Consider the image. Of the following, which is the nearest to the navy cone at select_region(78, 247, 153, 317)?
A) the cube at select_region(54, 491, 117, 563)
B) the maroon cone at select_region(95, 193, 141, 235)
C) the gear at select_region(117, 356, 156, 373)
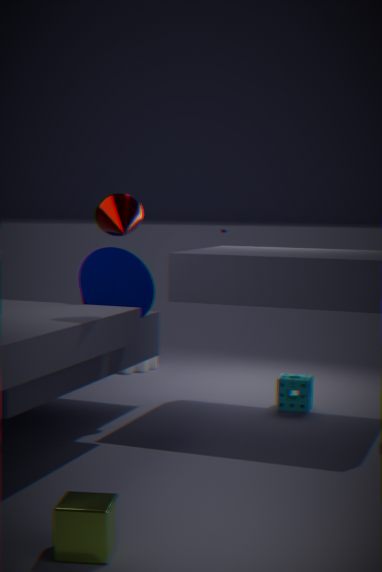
the maroon cone at select_region(95, 193, 141, 235)
